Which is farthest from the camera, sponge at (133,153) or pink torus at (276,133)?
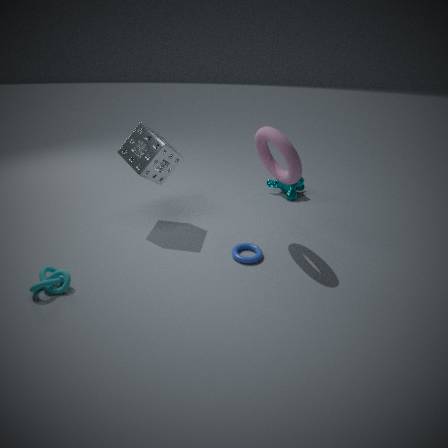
sponge at (133,153)
